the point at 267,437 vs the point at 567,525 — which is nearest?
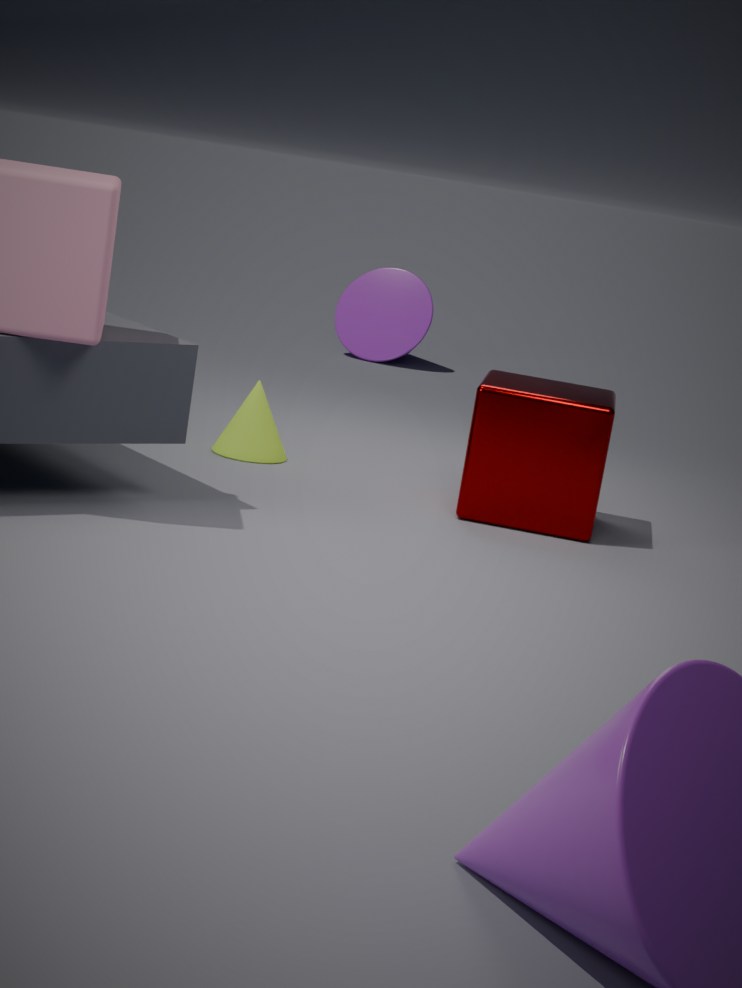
the point at 567,525
